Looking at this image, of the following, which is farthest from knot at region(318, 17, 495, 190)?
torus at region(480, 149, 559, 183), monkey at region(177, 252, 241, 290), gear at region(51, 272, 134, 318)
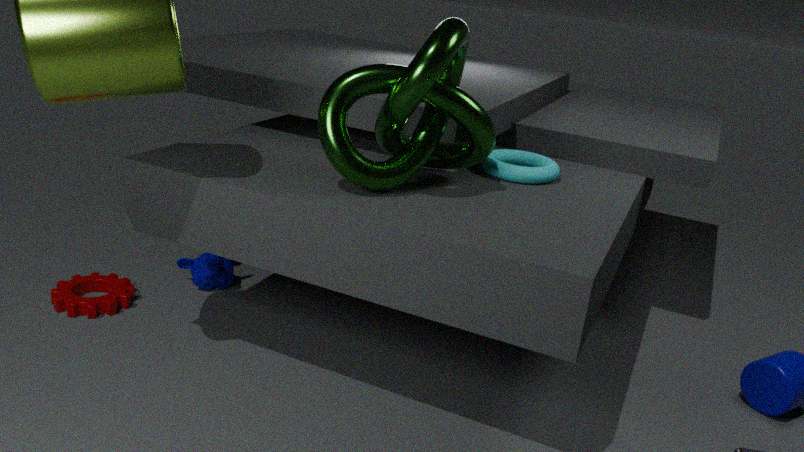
gear at region(51, 272, 134, 318)
